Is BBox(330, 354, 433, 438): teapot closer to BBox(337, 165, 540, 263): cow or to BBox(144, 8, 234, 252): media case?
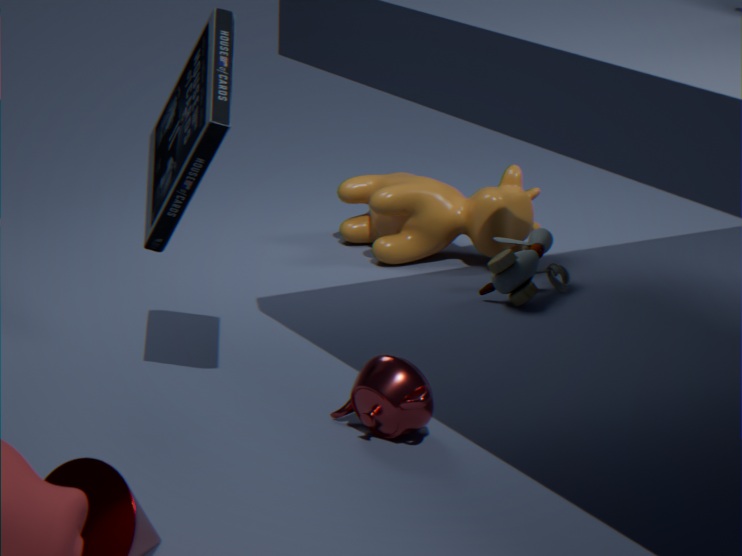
BBox(144, 8, 234, 252): media case
